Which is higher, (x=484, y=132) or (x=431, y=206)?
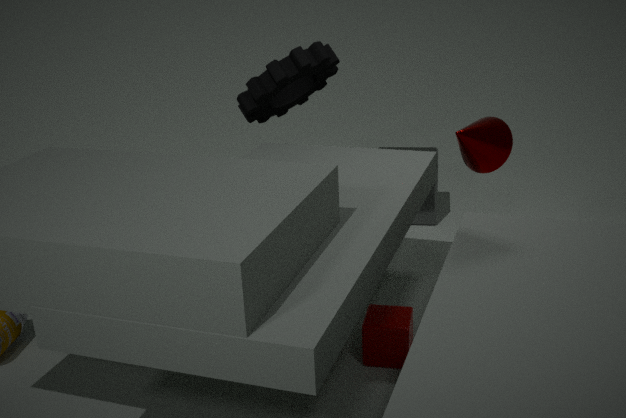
(x=484, y=132)
